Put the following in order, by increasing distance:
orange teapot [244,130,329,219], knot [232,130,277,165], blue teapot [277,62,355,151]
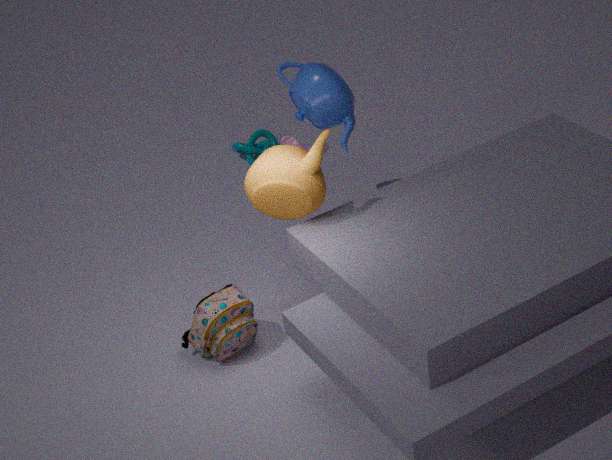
1. orange teapot [244,130,329,219]
2. blue teapot [277,62,355,151]
3. knot [232,130,277,165]
